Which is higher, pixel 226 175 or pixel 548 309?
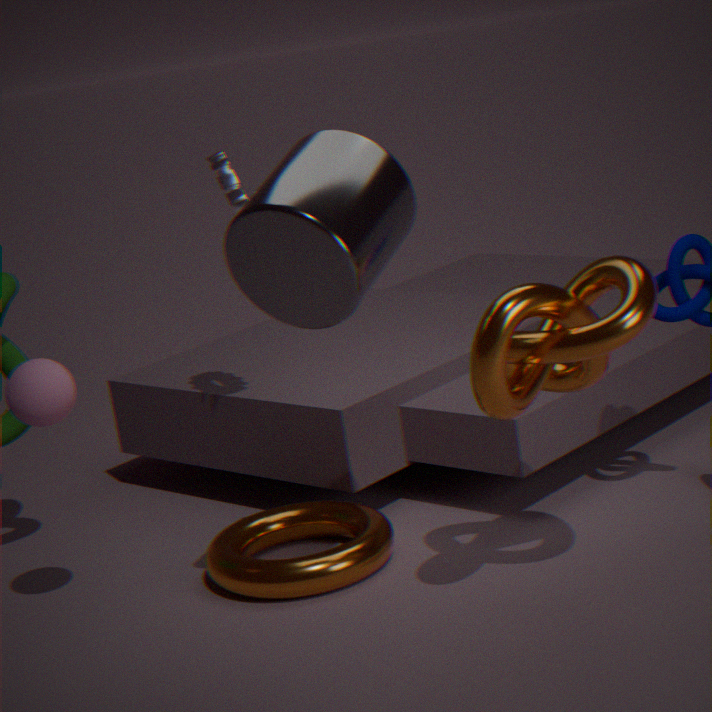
pixel 226 175
